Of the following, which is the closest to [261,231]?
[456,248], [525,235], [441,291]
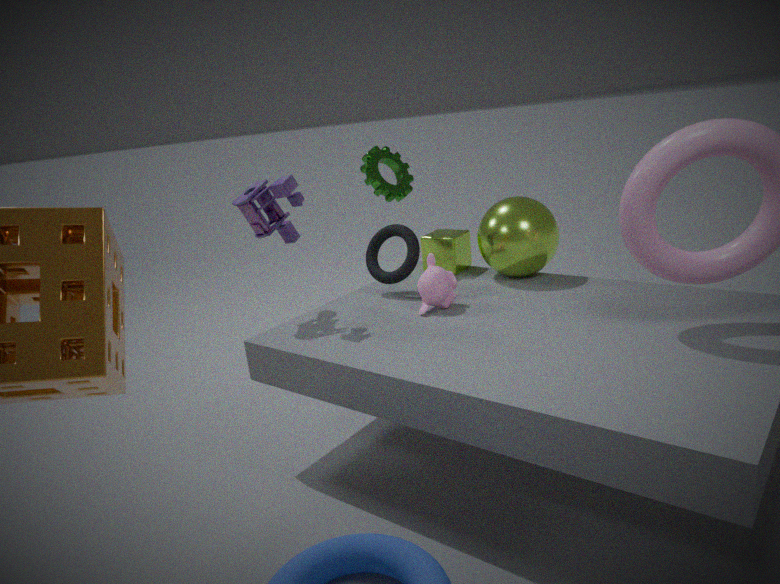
[441,291]
